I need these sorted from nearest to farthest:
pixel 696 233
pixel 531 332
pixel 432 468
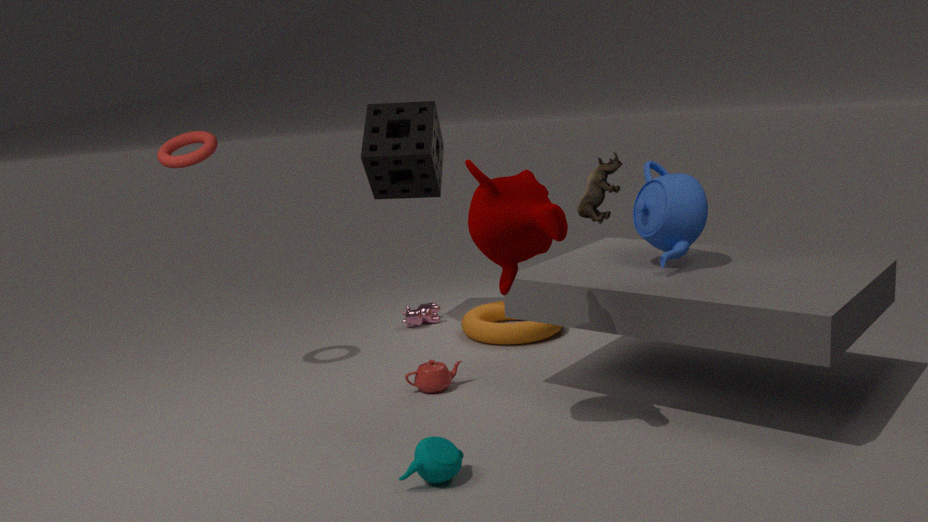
pixel 432 468 < pixel 696 233 < pixel 531 332
